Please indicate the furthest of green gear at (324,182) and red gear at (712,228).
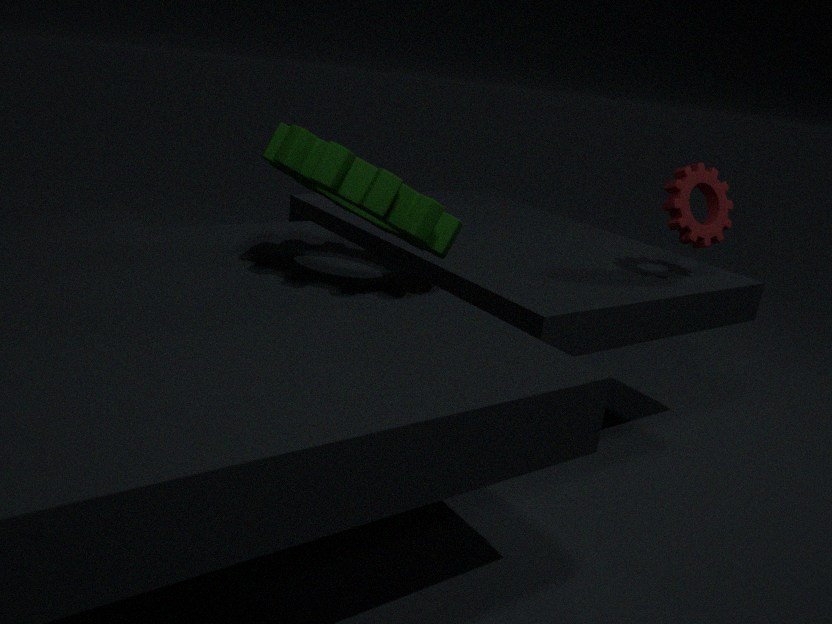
red gear at (712,228)
